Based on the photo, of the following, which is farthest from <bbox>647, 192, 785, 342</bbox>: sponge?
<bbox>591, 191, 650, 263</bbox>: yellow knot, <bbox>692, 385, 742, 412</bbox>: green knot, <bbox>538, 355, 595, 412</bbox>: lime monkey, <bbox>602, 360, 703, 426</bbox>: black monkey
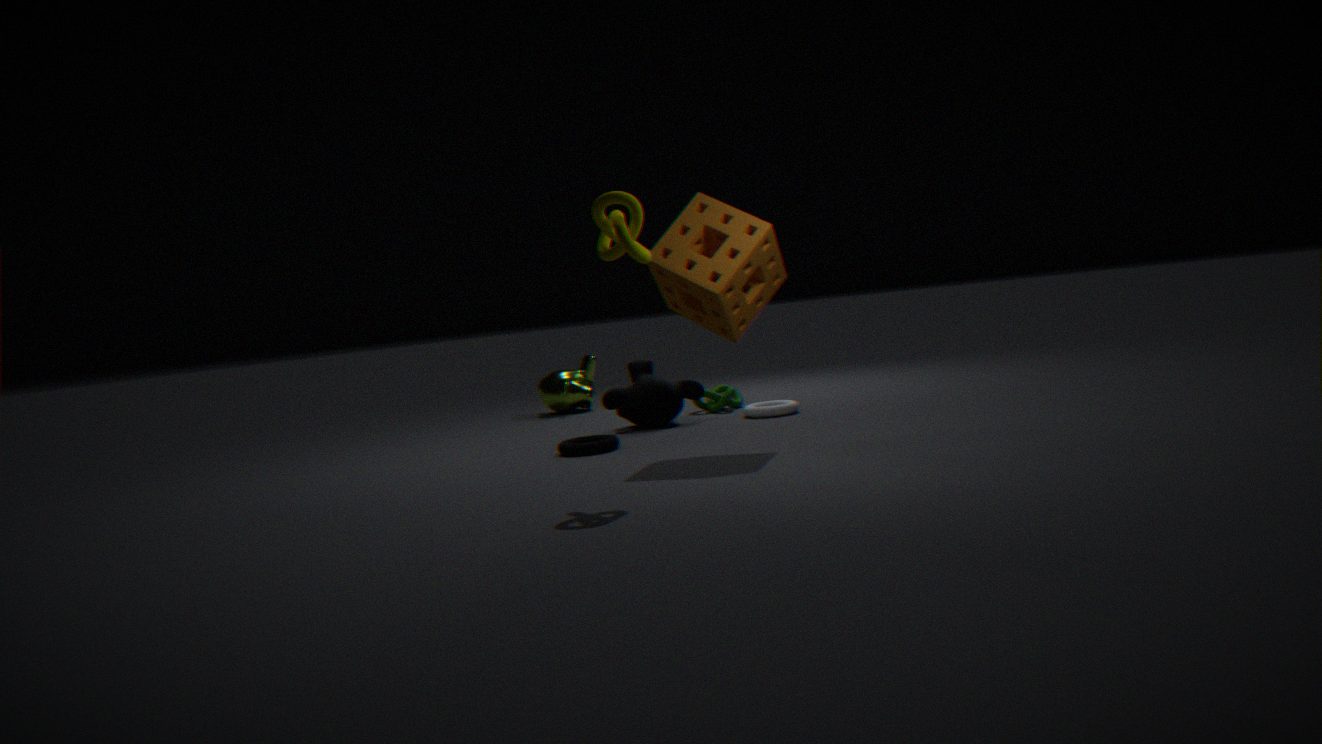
<bbox>538, 355, 595, 412</bbox>: lime monkey
